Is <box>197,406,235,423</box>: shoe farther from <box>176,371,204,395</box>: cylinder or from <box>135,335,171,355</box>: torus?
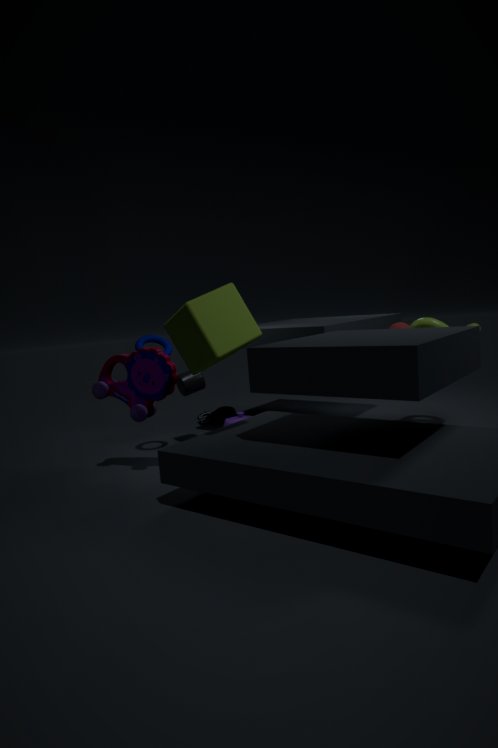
<box>135,335,171,355</box>: torus
